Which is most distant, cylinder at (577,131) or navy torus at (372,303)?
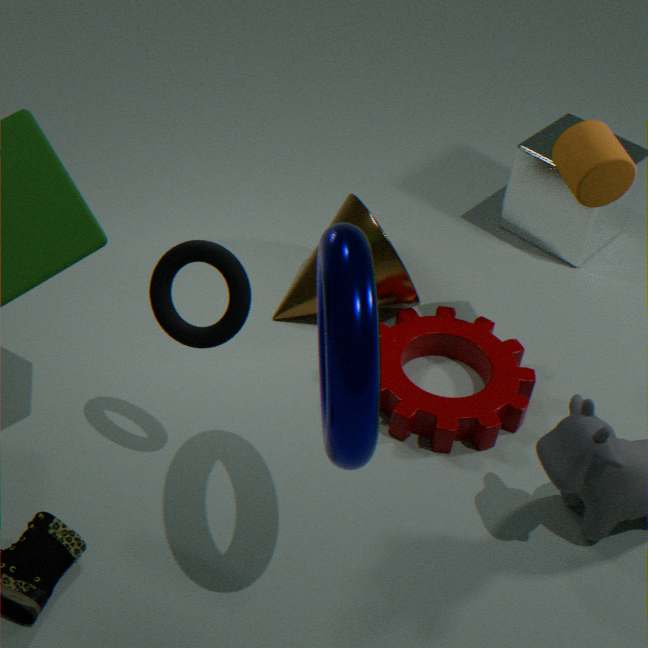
cylinder at (577,131)
